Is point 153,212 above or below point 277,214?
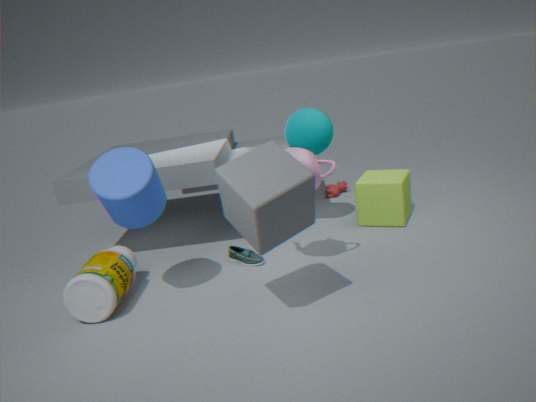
above
